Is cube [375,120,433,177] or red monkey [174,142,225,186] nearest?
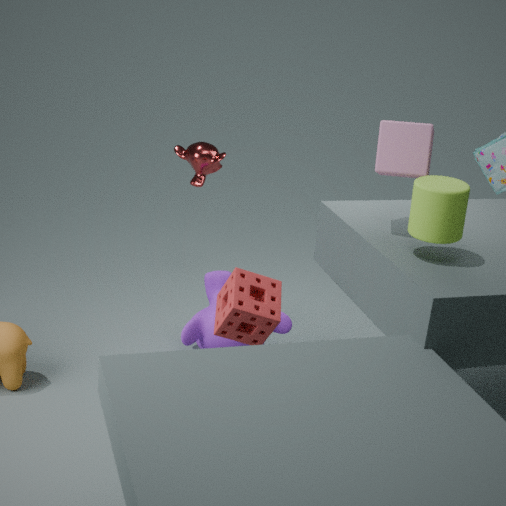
cube [375,120,433,177]
